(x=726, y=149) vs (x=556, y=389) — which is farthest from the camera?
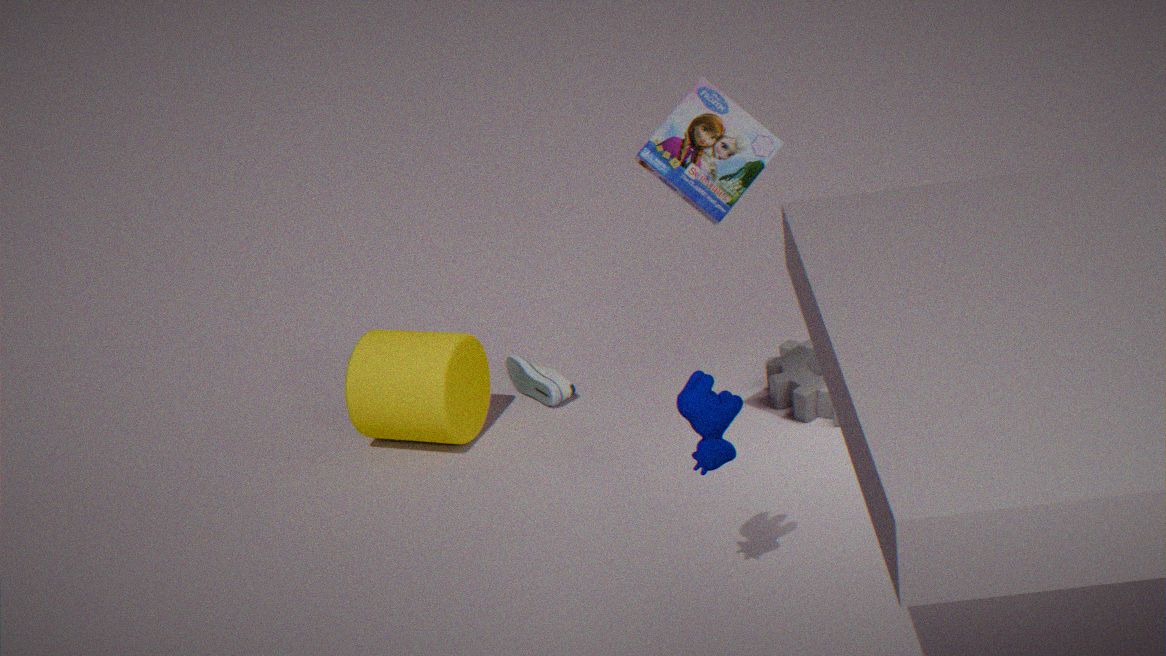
(x=556, y=389)
